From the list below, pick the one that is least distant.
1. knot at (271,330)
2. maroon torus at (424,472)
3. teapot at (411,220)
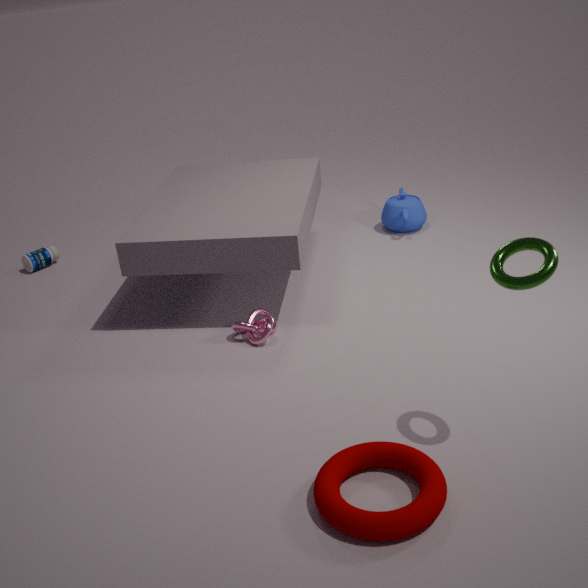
maroon torus at (424,472)
